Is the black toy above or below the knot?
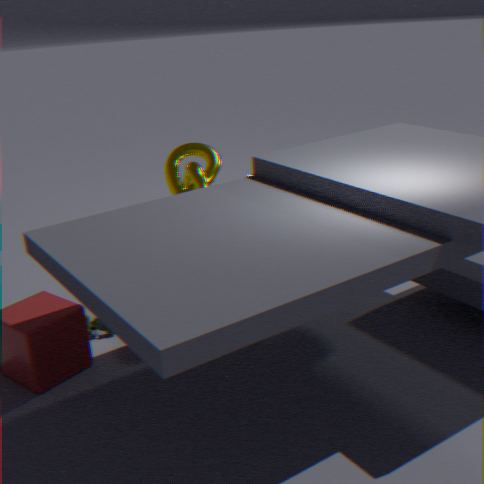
below
